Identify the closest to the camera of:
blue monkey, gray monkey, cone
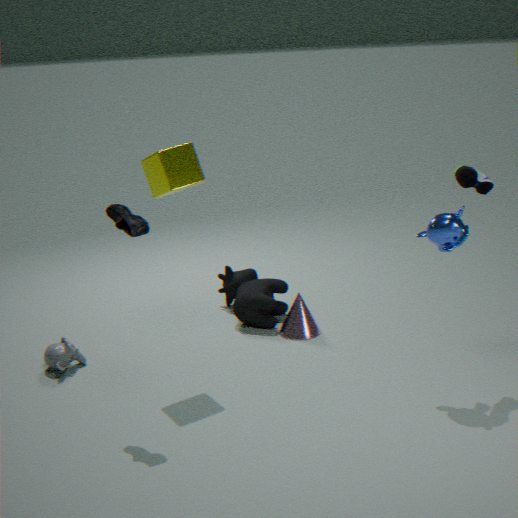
blue monkey
